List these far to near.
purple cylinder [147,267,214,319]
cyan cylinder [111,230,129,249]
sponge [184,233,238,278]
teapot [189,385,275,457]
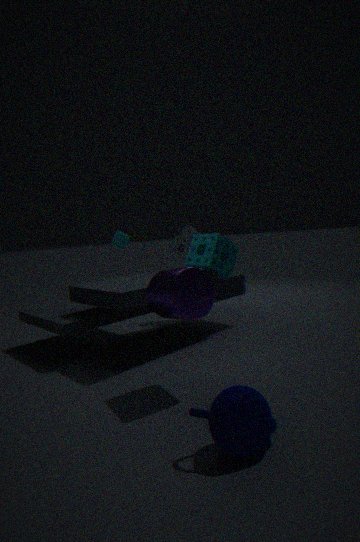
cyan cylinder [111,230,129,249] → sponge [184,233,238,278] → purple cylinder [147,267,214,319] → teapot [189,385,275,457]
